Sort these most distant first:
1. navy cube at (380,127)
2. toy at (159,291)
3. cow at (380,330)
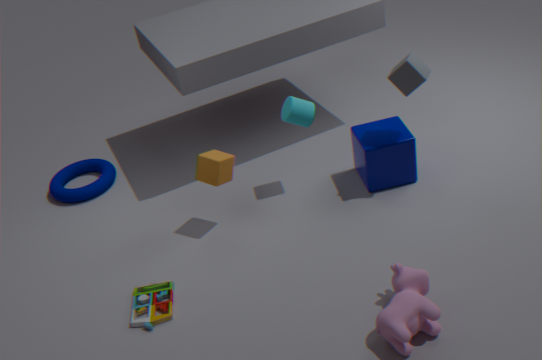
navy cube at (380,127)
toy at (159,291)
cow at (380,330)
